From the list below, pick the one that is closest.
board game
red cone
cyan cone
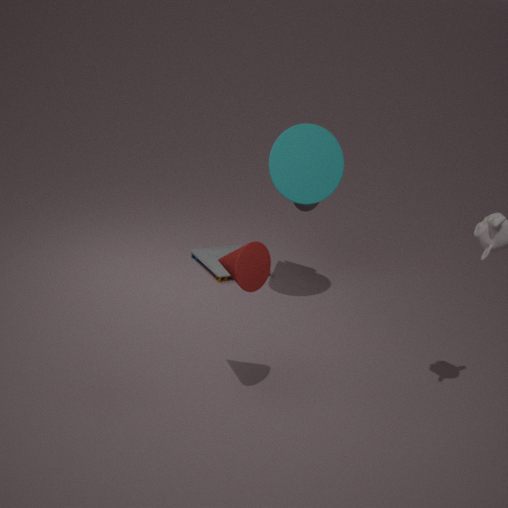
red cone
